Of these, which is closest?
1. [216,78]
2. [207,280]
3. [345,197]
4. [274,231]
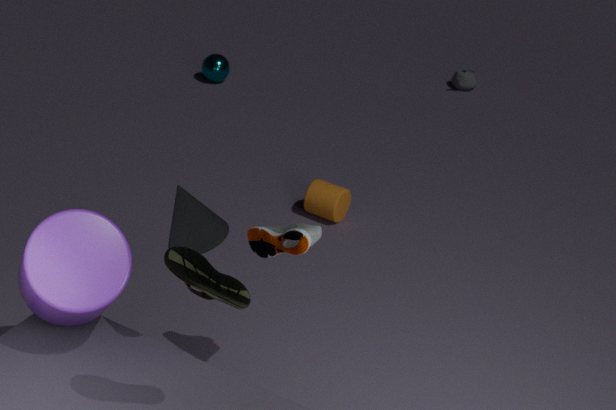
[207,280]
